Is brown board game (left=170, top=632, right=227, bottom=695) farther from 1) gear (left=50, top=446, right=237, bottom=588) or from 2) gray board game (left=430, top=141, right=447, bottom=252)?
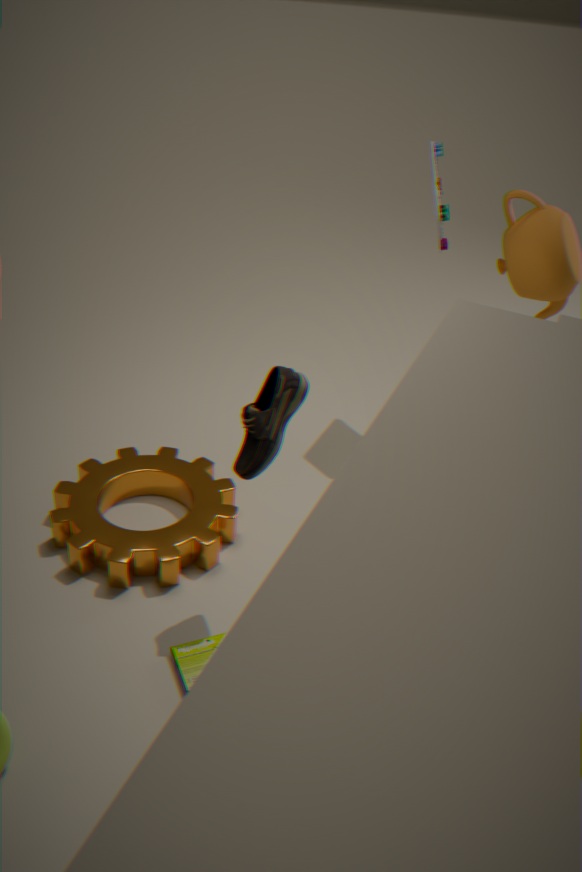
2) gray board game (left=430, top=141, right=447, bottom=252)
